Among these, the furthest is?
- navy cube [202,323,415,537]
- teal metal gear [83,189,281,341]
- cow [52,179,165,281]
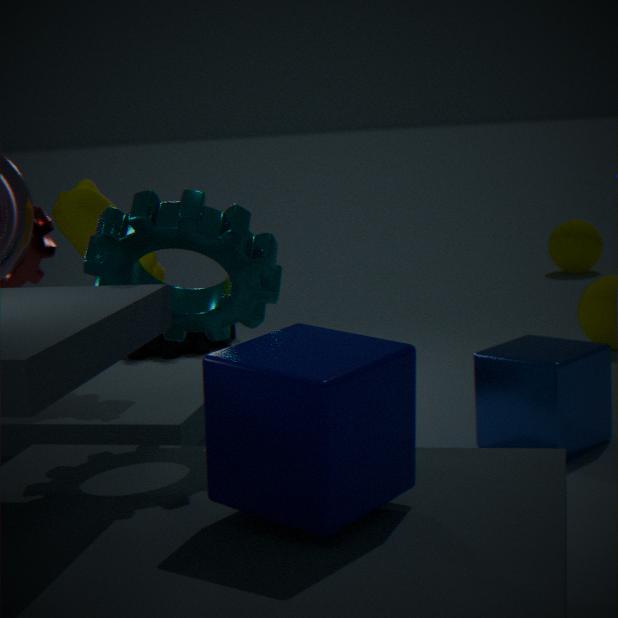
cow [52,179,165,281]
